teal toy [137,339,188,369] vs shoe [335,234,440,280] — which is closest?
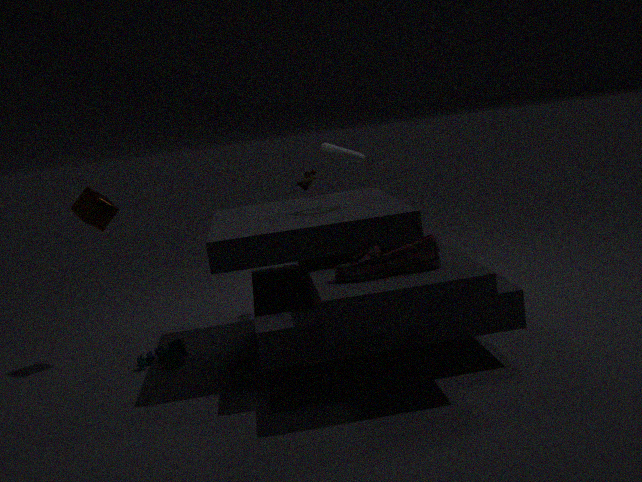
shoe [335,234,440,280]
